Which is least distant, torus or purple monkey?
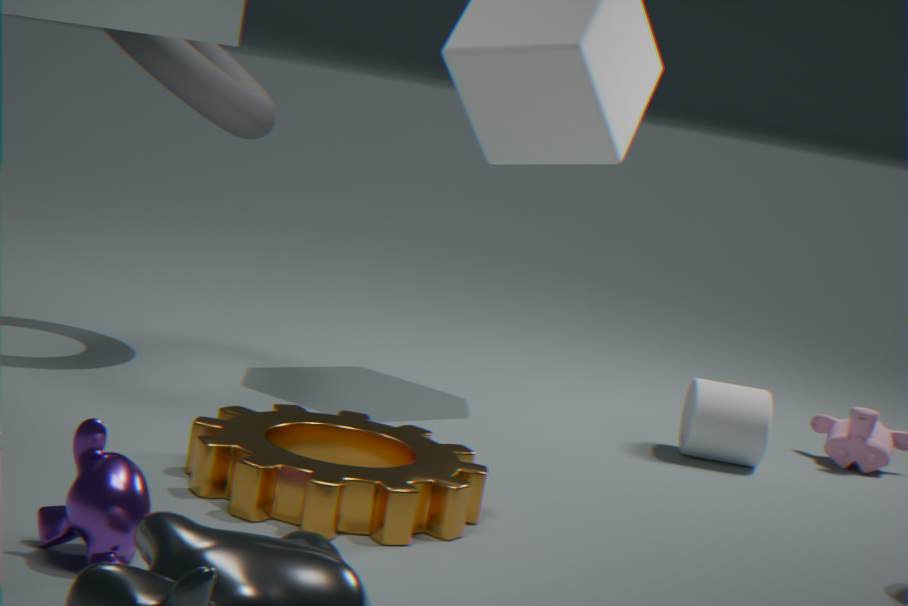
purple monkey
